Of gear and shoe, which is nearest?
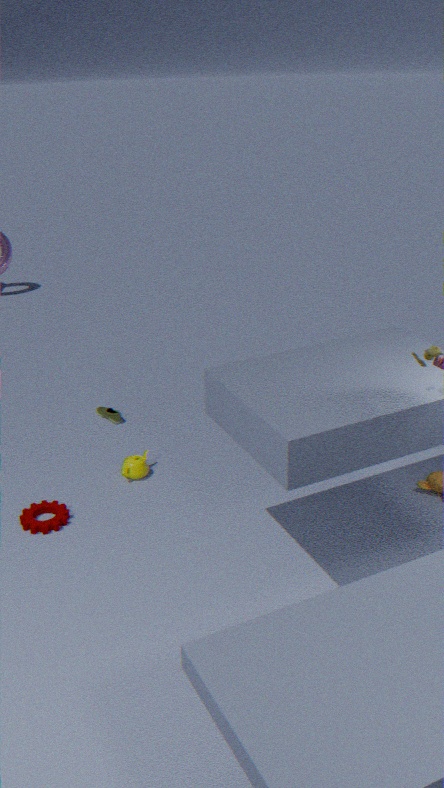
gear
